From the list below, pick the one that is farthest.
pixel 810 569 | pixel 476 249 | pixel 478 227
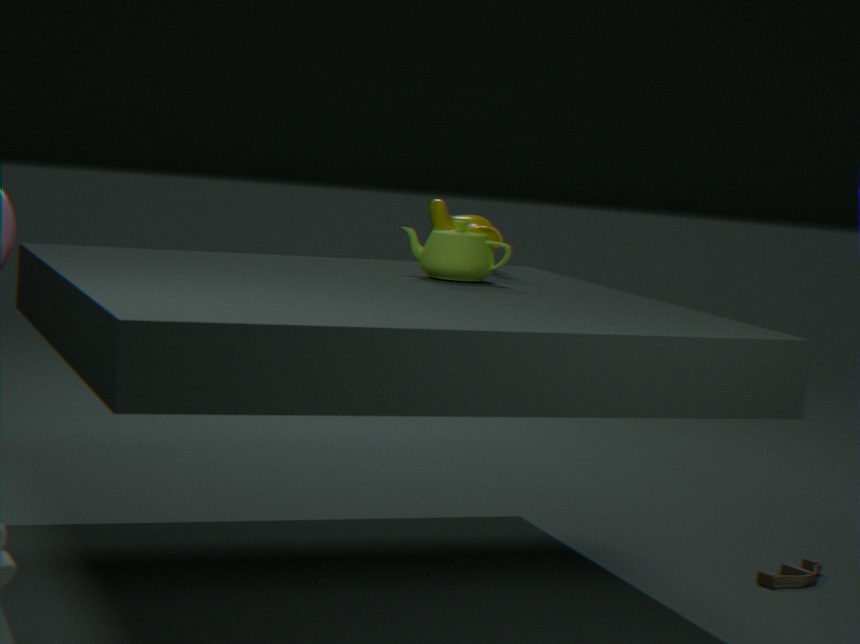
pixel 478 227
